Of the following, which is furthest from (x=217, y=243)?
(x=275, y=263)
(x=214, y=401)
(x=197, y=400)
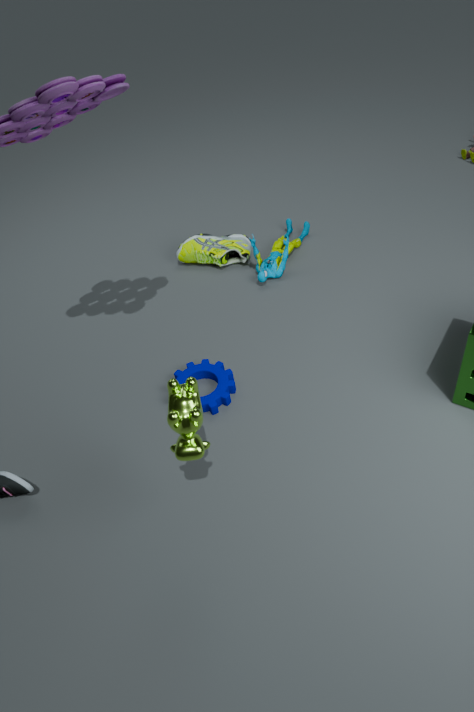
(x=197, y=400)
